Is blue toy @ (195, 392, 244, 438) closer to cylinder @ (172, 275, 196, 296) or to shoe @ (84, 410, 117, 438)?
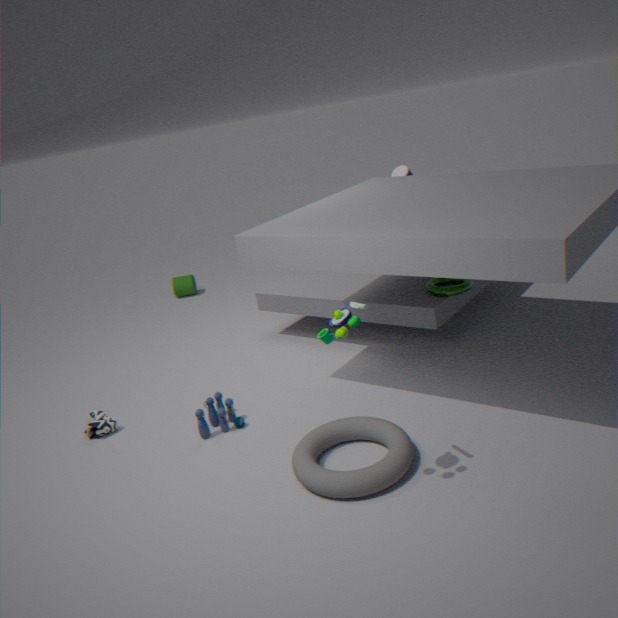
shoe @ (84, 410, 117, 438)
